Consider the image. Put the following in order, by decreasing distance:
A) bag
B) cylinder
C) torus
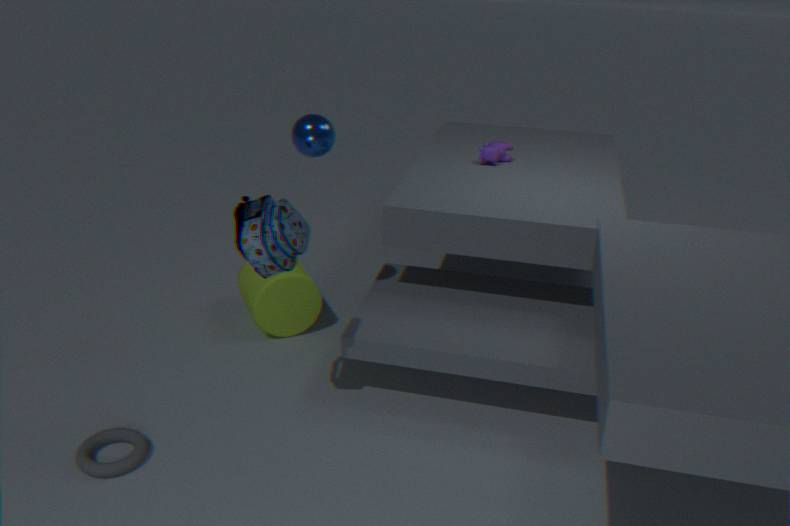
1. cylinder
2. torus
3. bag
